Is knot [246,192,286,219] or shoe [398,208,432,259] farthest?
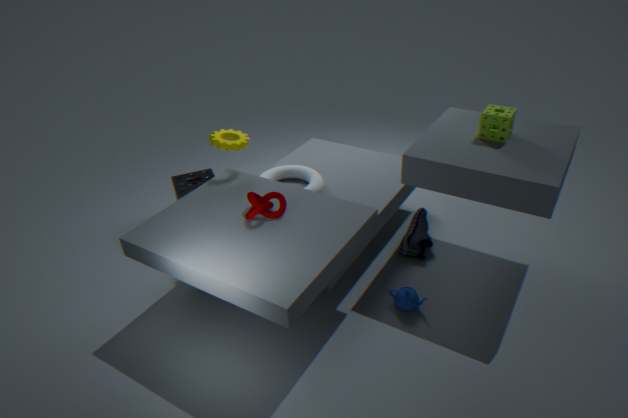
shoe [398,208,432,259]
